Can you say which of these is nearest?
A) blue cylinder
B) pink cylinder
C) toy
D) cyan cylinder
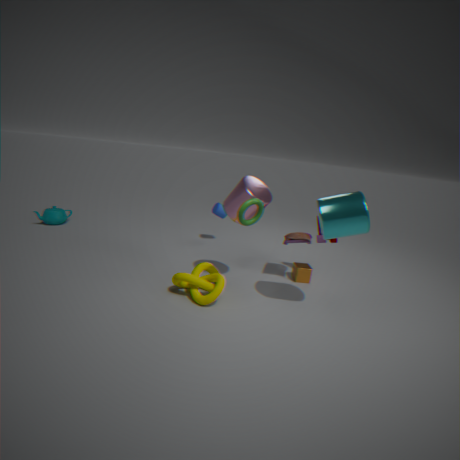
cyan cylinder
